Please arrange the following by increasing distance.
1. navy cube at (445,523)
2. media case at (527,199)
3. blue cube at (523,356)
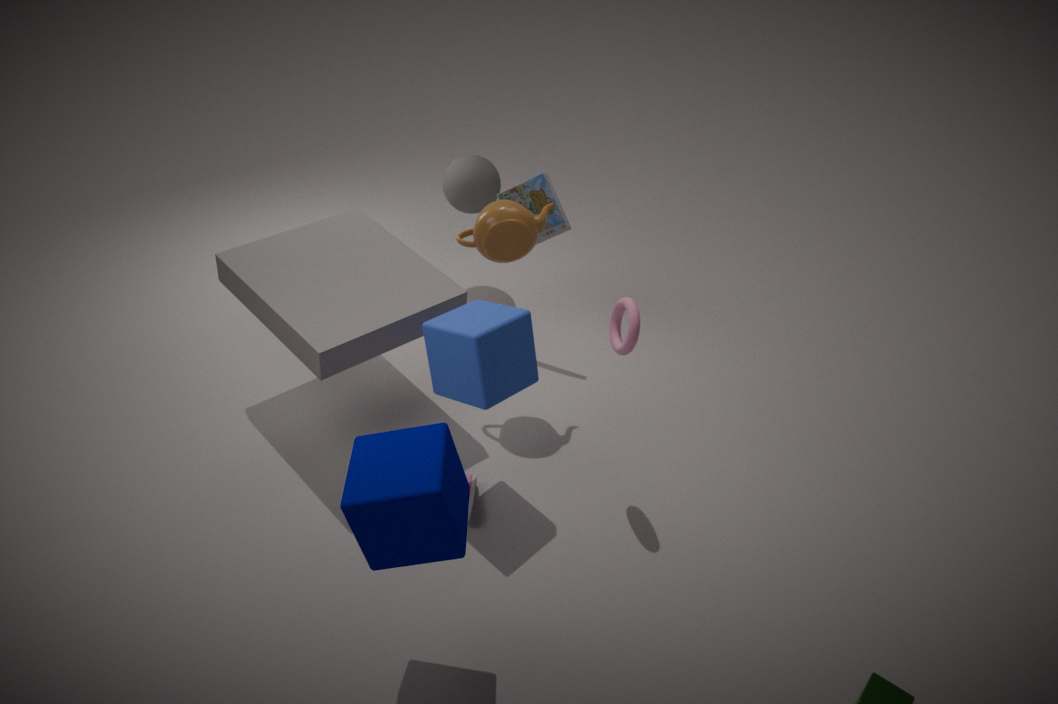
navy cube at (445,523)
blue cube at (523,356)
media case at (527,199)
